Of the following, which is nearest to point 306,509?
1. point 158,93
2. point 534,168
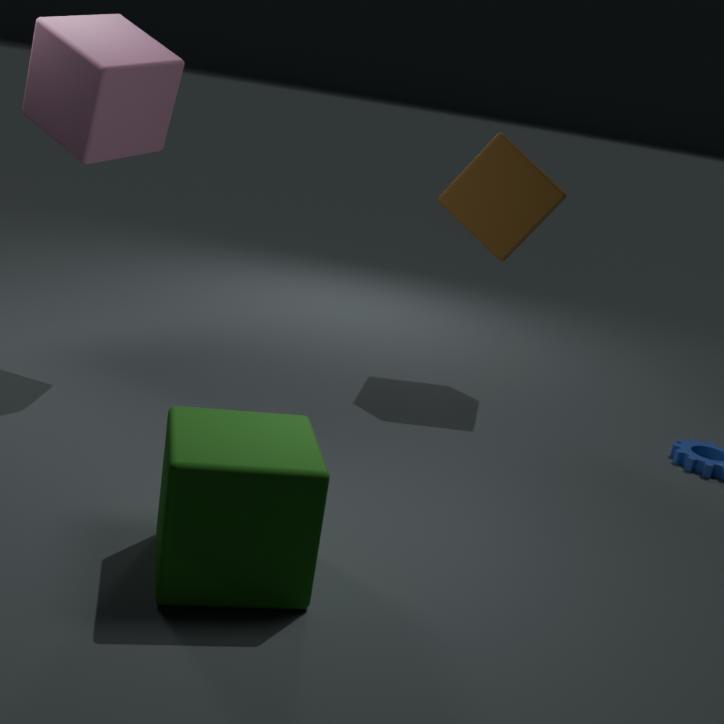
point 158,93
